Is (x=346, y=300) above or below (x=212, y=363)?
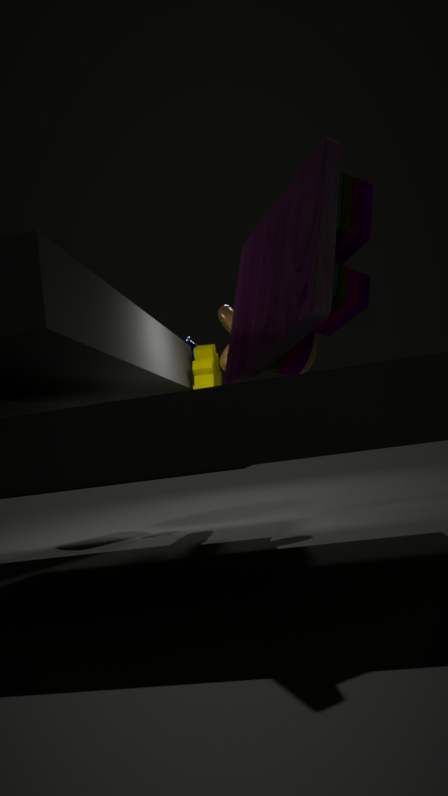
above
